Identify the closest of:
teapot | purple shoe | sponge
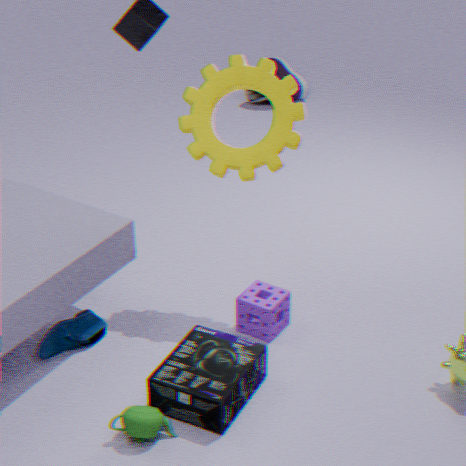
teapot
